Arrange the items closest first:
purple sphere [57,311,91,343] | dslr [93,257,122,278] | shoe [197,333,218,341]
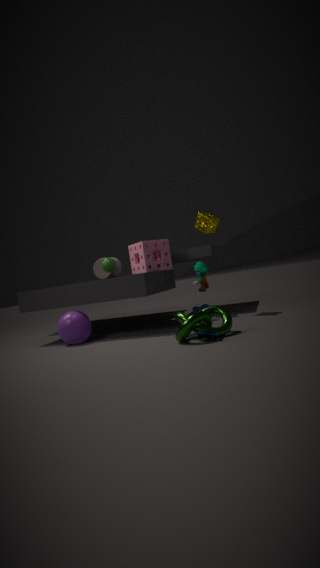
1. shoe [197,333,218,341]
2. purple sphere [57,311,91,343]
3. dslr [93,257,122,278]
